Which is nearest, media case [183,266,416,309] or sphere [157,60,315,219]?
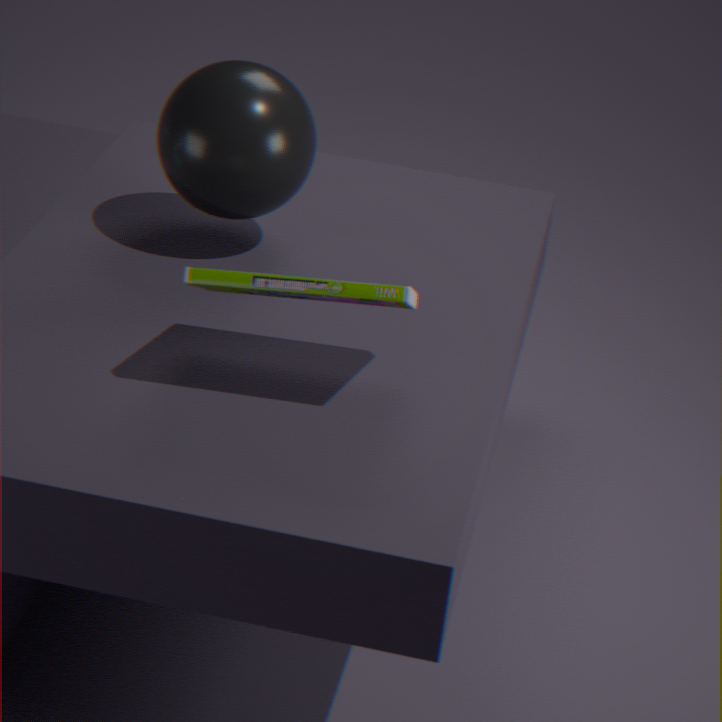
media case [183,266,416,309]
